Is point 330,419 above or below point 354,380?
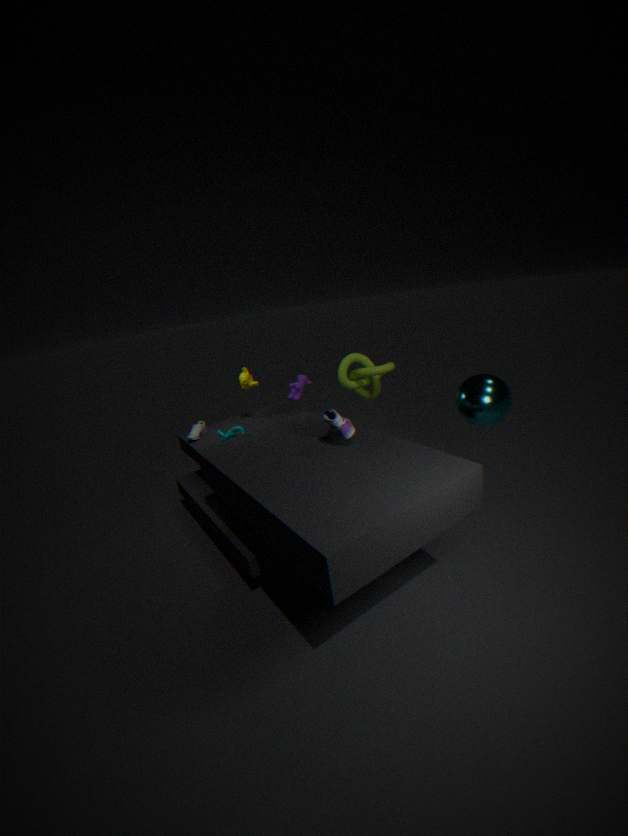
above
